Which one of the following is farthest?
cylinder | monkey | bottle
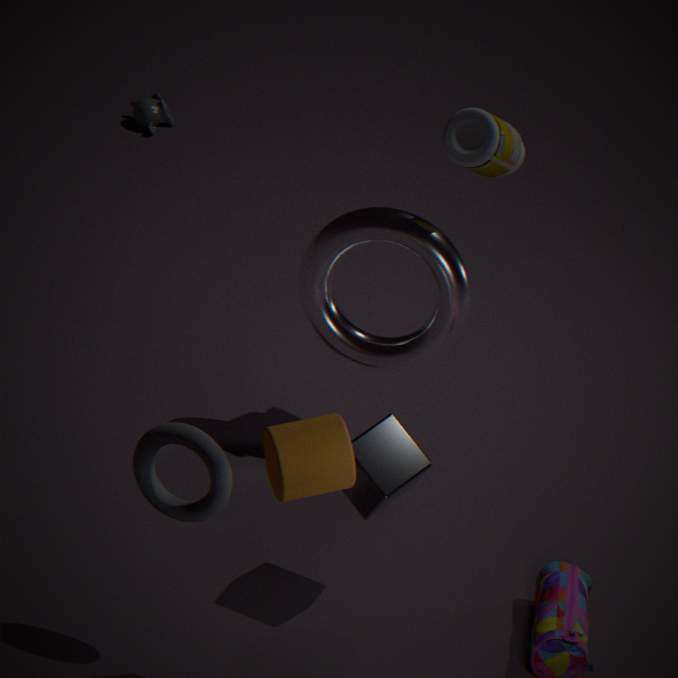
monkey
